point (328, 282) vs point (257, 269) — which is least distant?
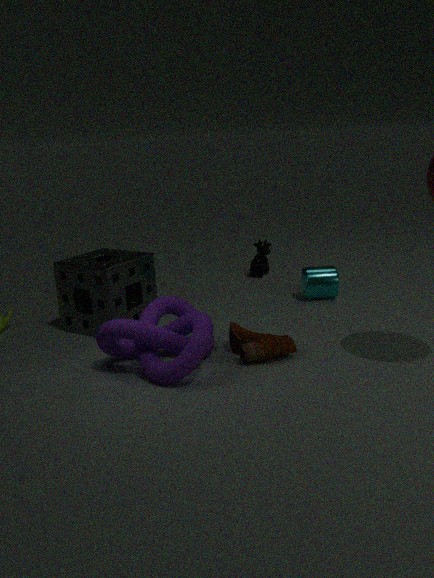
point (328, 282)
